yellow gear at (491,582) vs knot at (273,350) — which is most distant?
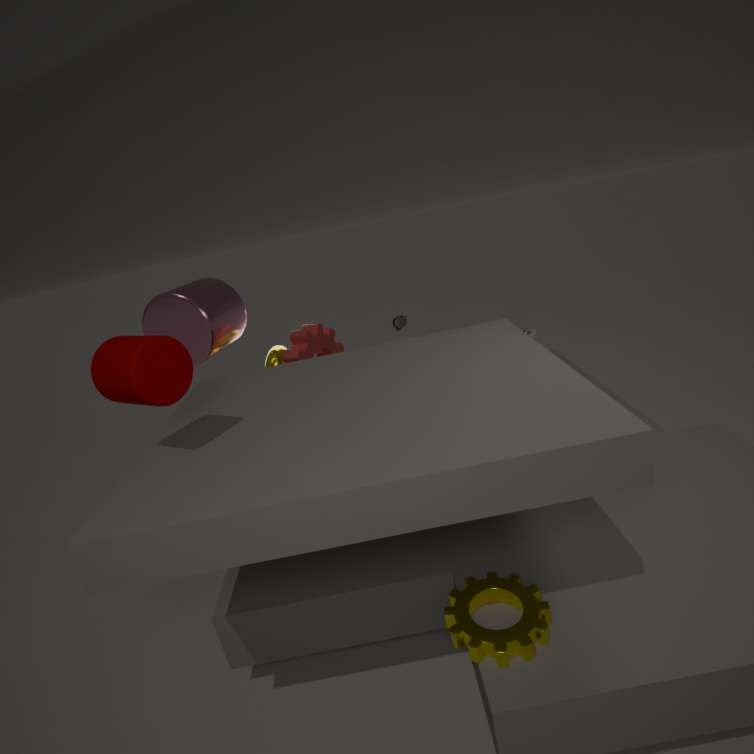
knot at (273,350)
